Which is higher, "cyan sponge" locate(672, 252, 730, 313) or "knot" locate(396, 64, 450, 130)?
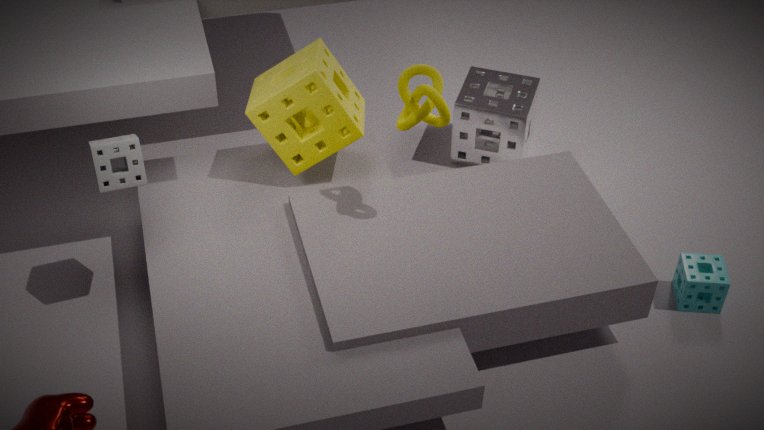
"knot" locate(396, 64, 450, 130)
